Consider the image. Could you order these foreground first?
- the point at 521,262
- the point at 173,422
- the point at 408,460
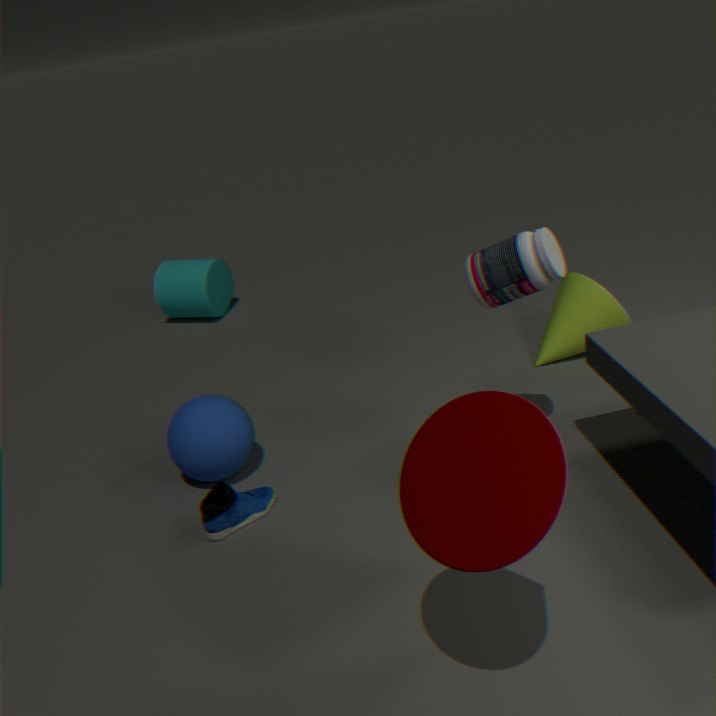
the point at 408,460 < the point at 521,262 < the point at 173,422
